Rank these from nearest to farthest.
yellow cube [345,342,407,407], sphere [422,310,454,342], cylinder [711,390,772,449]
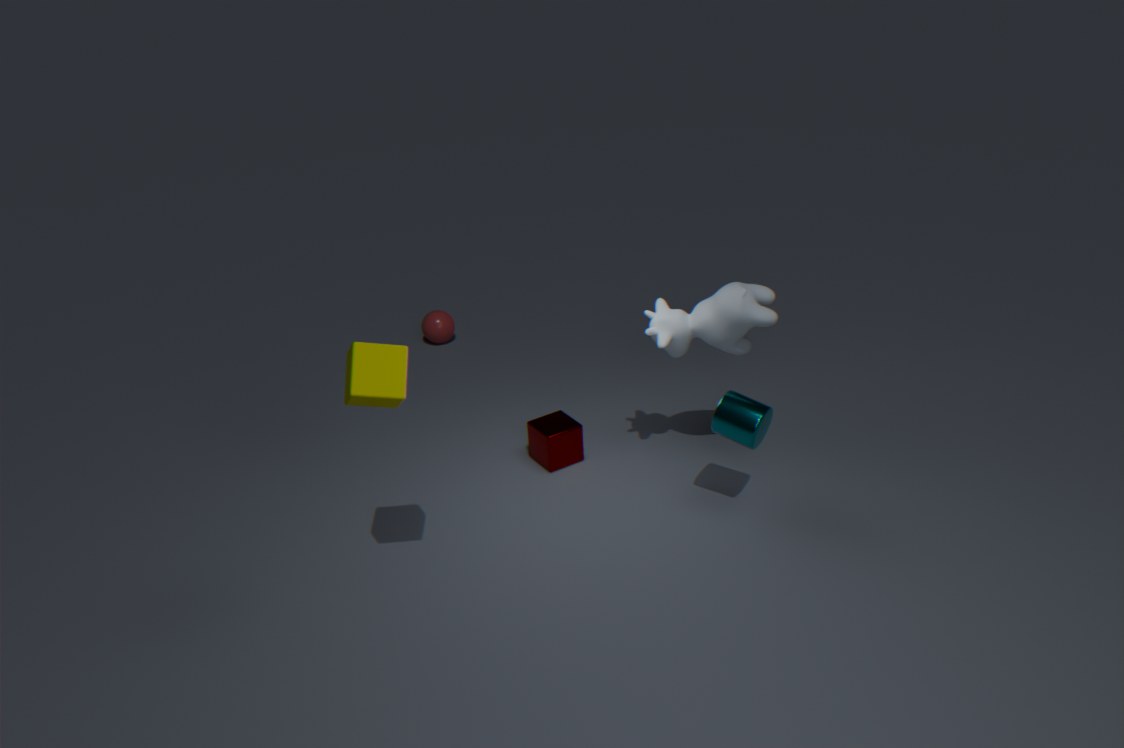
yellow cube [345,342,407,407] → cylinder [711,390,772,449] → sphere [422,310,454,342]
